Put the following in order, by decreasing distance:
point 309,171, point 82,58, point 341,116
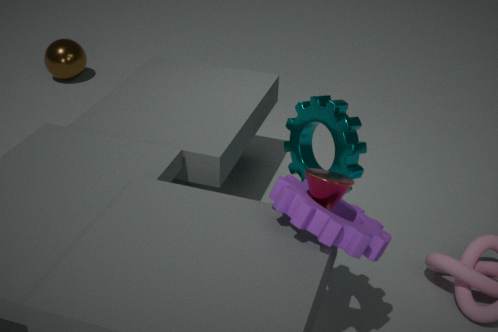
point 82,58
point 341,116
point 309,171
